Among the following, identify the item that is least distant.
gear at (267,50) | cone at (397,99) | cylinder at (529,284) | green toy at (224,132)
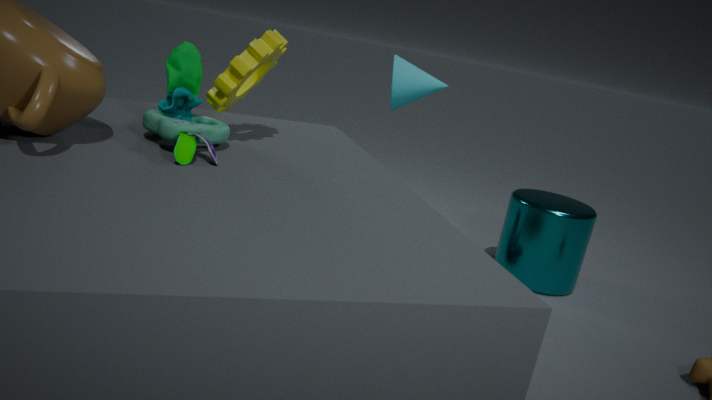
green toy at (224,132)
